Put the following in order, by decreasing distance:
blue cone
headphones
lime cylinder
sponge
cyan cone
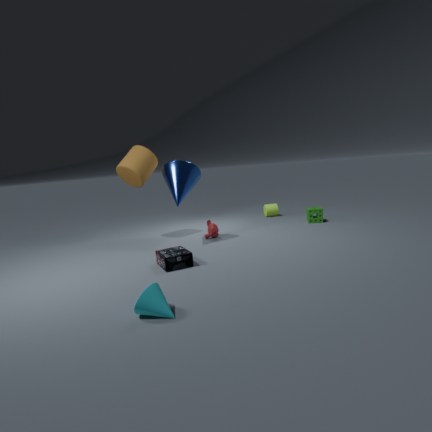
1. lime cylinder
2. sponge
3. blue cone
4. headphones
5. cyan cone
